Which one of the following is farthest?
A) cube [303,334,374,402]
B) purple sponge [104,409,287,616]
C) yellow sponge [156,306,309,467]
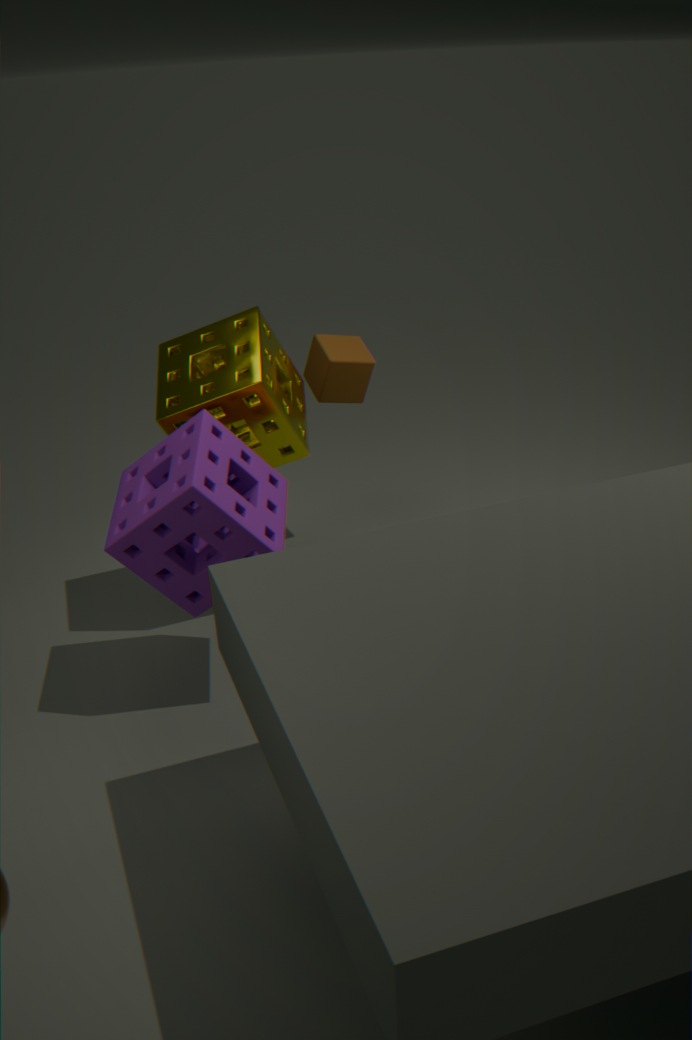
cube [303,334,374,402]
